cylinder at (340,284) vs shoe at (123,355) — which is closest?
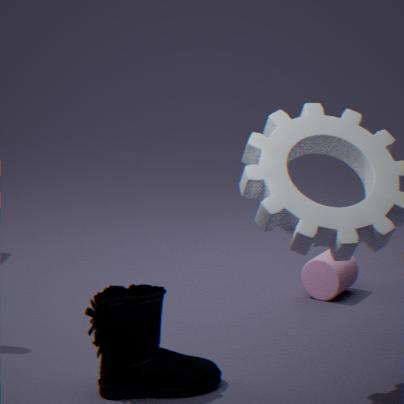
shoe at (123,355)
